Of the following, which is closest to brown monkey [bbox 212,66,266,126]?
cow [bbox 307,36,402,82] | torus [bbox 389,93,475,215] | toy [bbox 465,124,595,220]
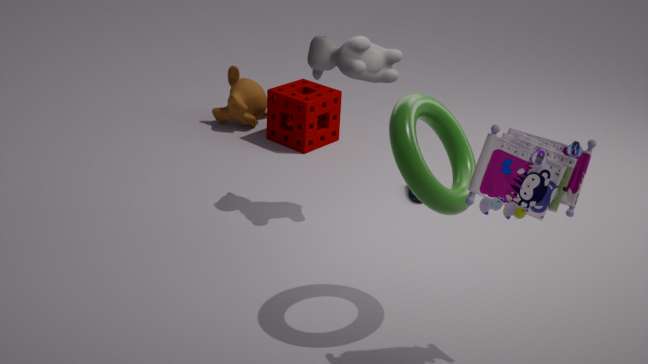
cow [bbox 307,36,402,82]
